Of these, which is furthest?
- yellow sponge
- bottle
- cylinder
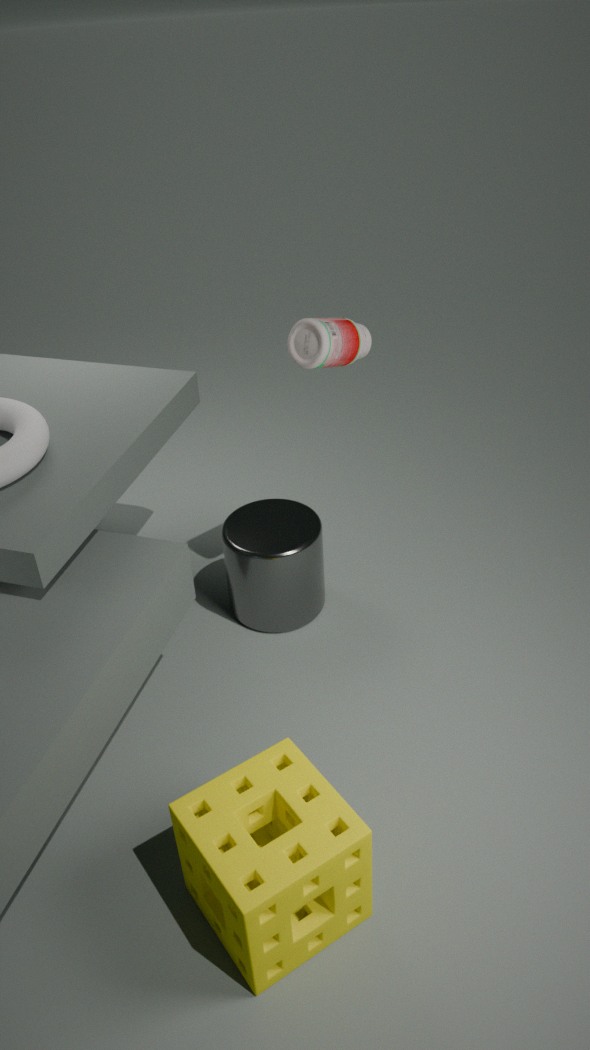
cylinder
